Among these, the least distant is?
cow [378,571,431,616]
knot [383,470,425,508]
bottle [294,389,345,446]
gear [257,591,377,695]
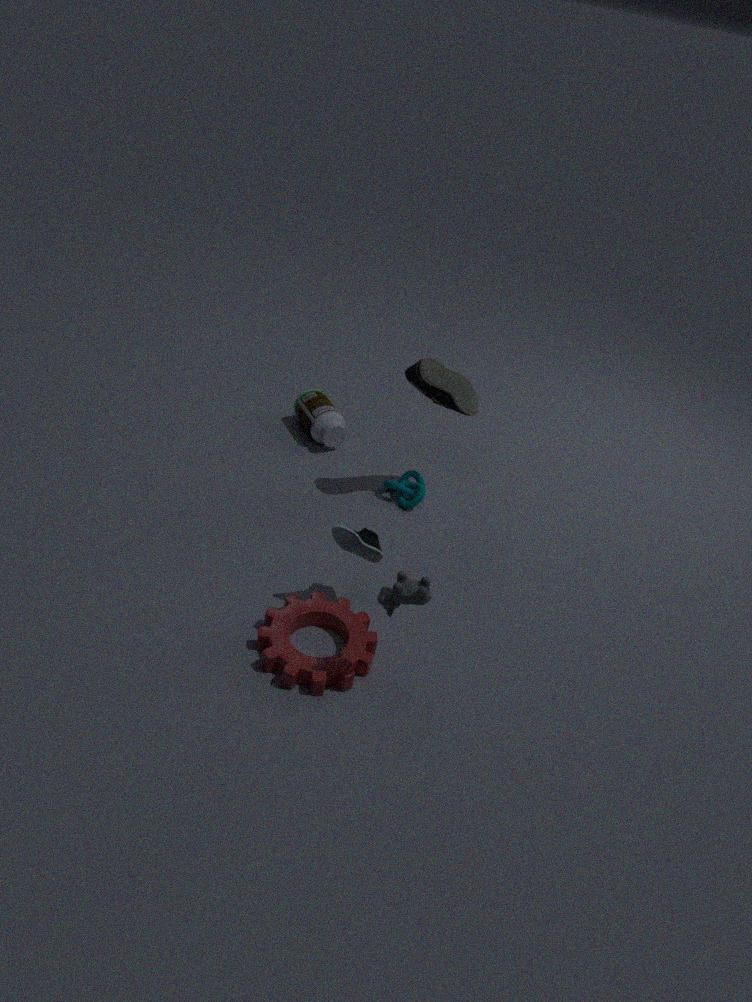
cow [378,571,431,616]
